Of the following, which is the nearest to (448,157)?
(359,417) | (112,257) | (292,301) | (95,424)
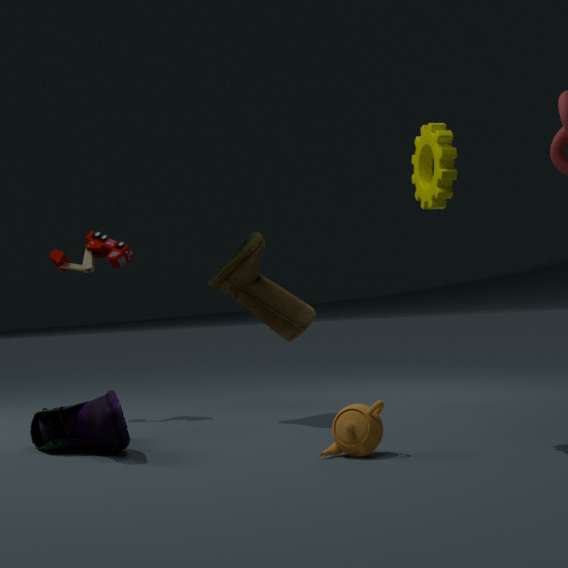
(359,417)
